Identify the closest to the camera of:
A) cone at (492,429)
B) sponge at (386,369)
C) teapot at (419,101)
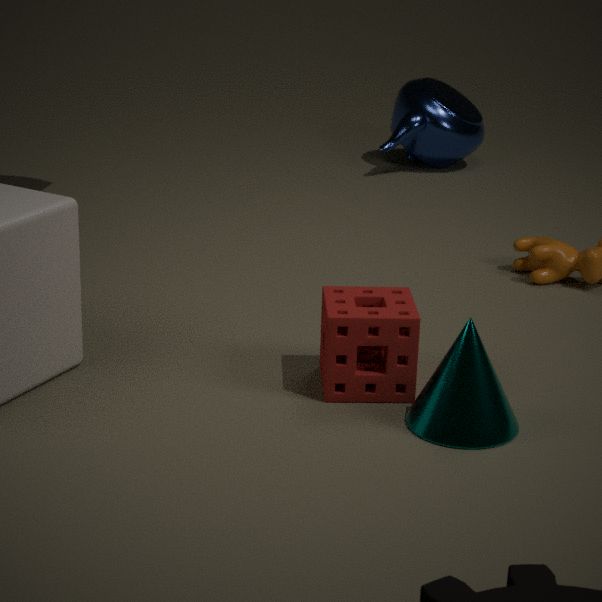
cone at (492,429)
